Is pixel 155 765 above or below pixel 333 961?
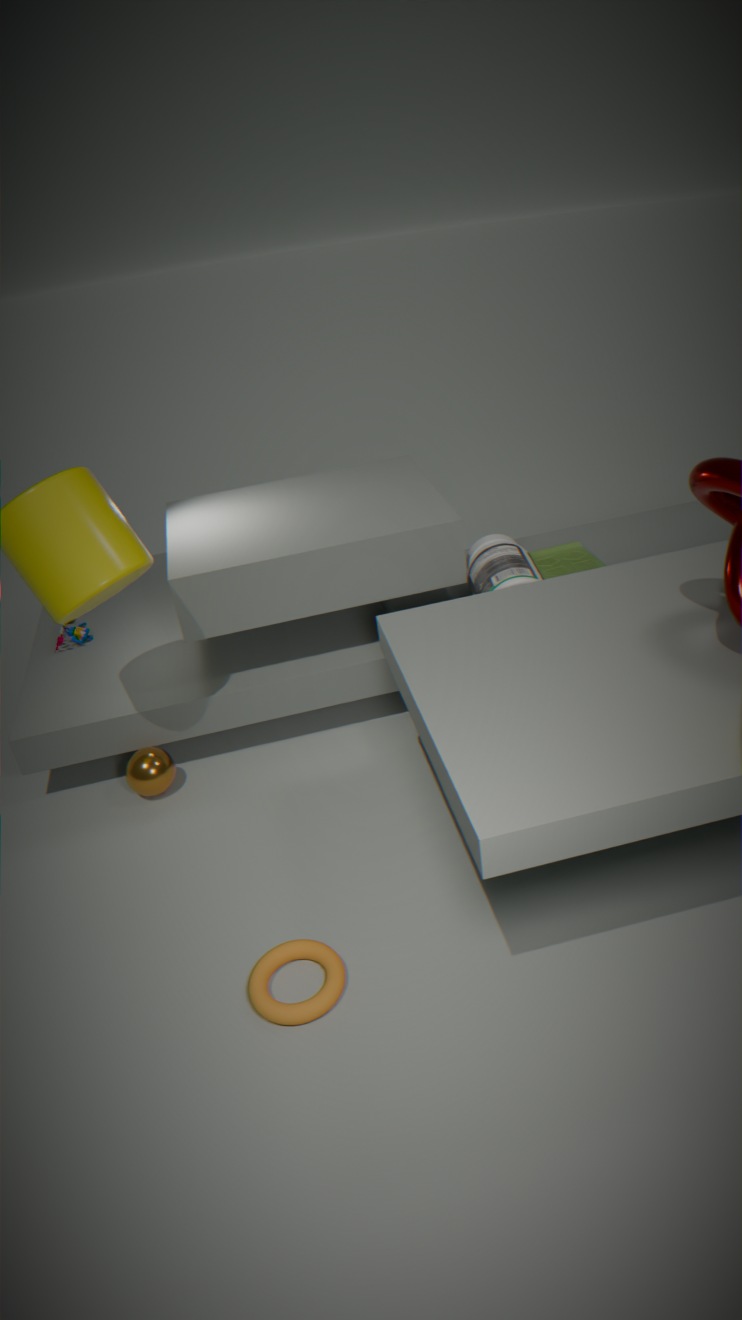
above
